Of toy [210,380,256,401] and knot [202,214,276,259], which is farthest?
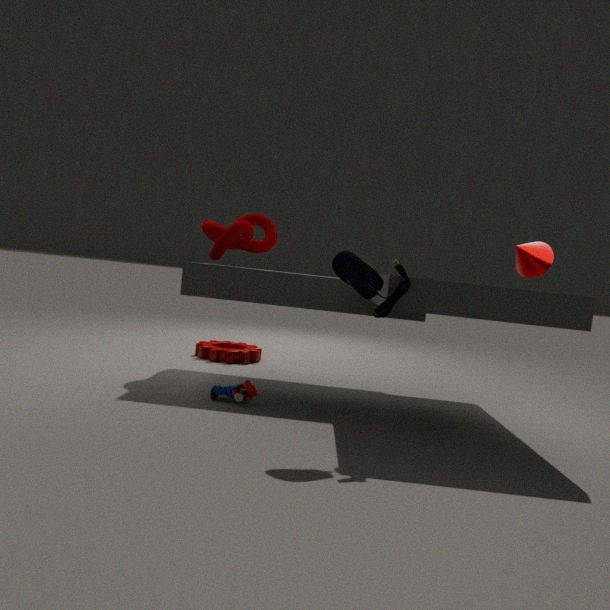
knot [202,214,276,259]
